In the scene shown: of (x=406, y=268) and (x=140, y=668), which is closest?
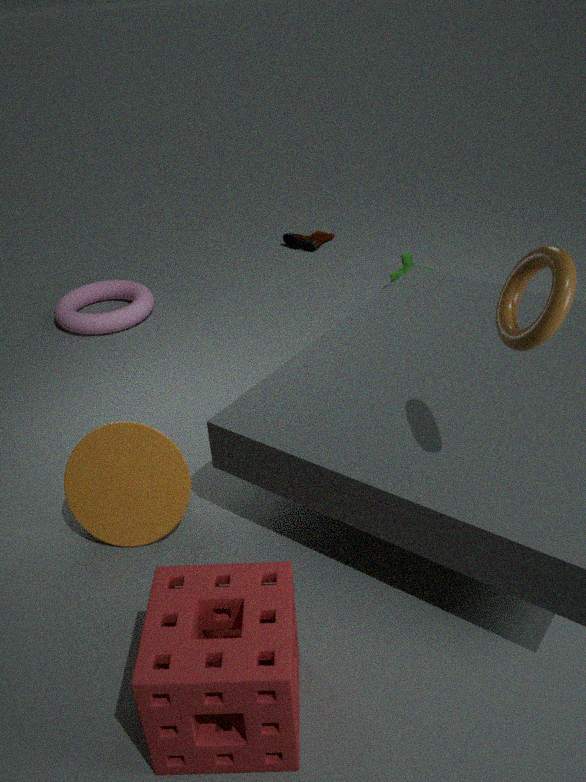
(x=140, y=668)
